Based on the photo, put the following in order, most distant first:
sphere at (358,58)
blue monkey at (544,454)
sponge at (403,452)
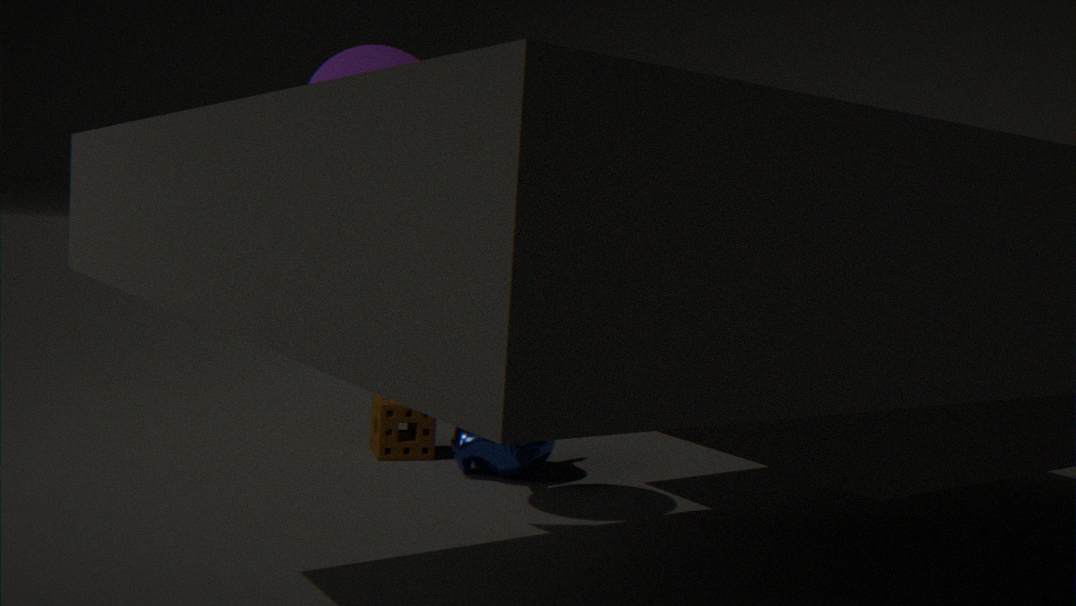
sponge at (403,452), blue monkey at (544,454), sphere at (358,58)
